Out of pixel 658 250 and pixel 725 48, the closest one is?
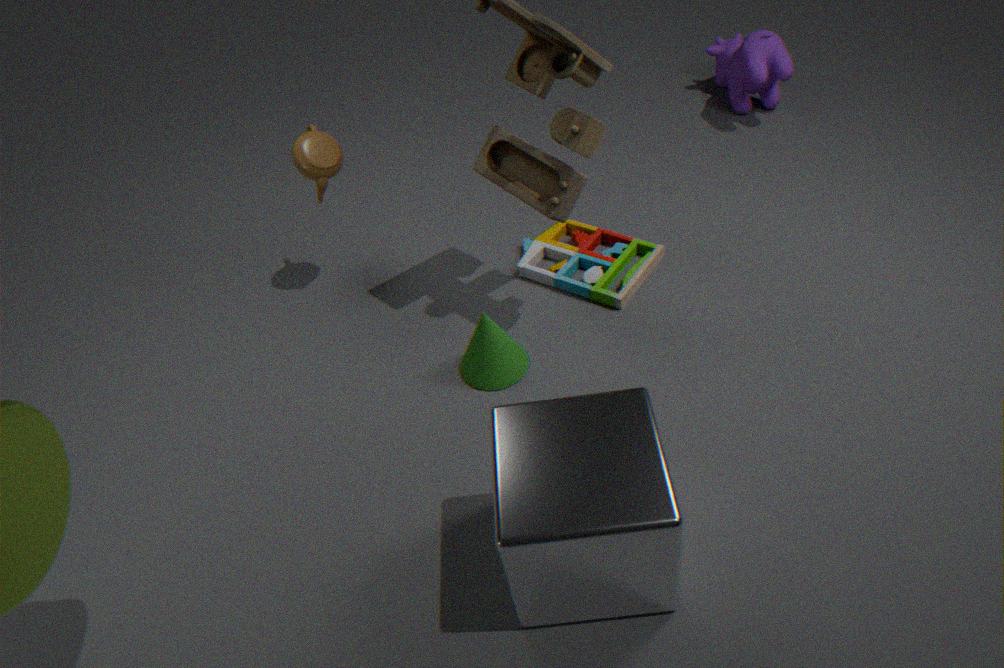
pixel 658 250
